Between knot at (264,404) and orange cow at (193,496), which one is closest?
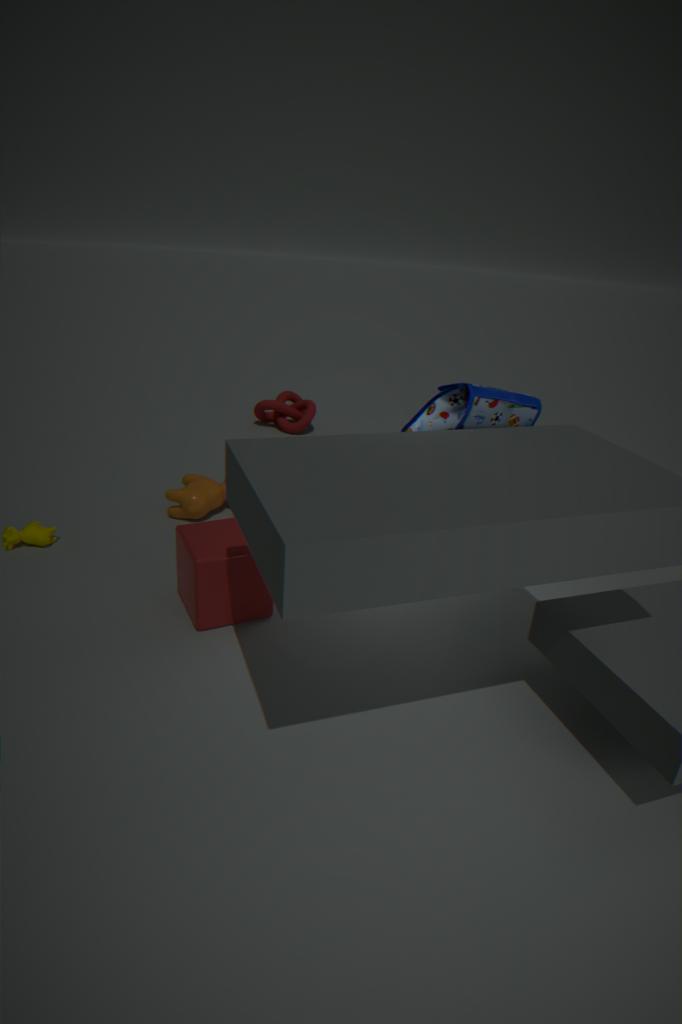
orange cow at (193,496)
